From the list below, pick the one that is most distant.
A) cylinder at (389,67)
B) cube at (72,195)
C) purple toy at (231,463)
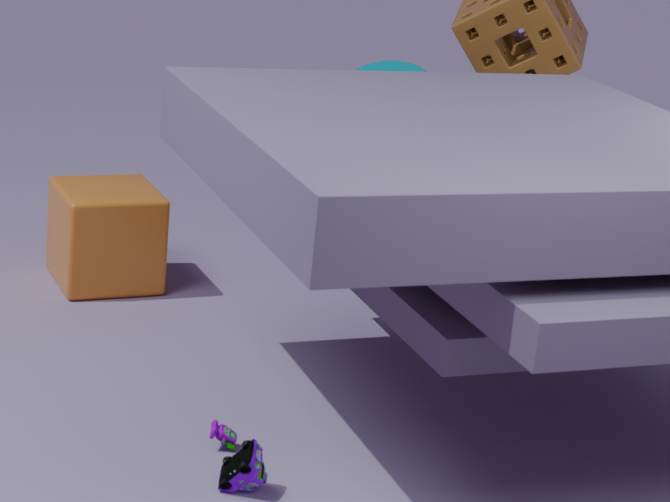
cylinder at (389,67)
